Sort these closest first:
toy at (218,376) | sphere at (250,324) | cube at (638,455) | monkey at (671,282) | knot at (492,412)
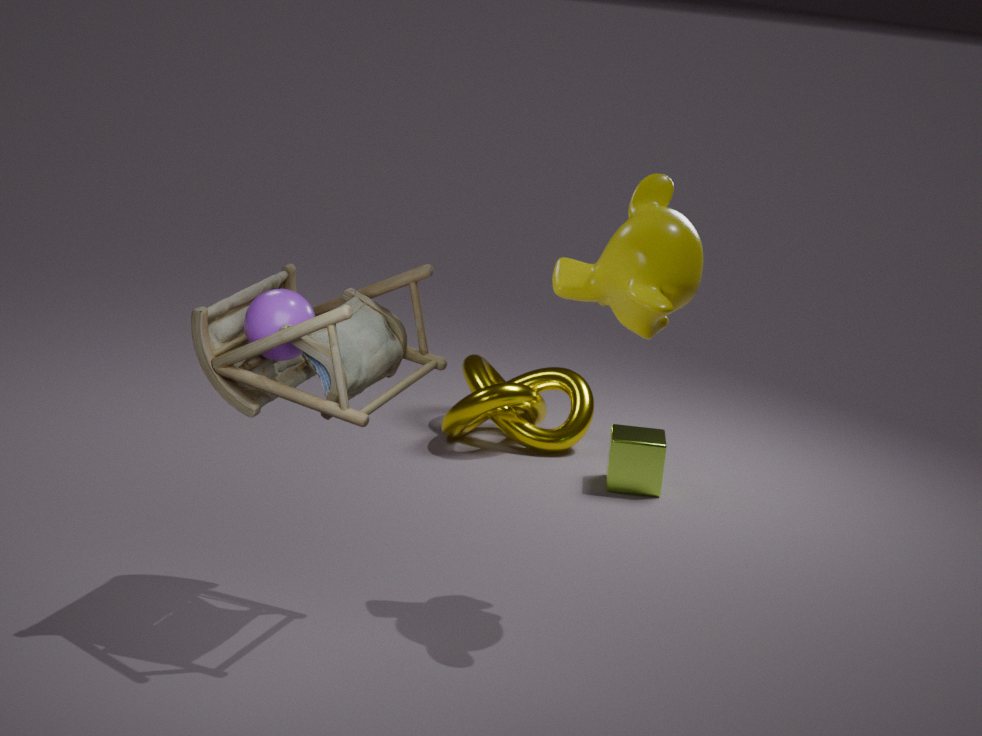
toy at (218,376) < sphere at (250,324) < monkey at (671,282) < cube at (638,455) < knot at (492,412)
